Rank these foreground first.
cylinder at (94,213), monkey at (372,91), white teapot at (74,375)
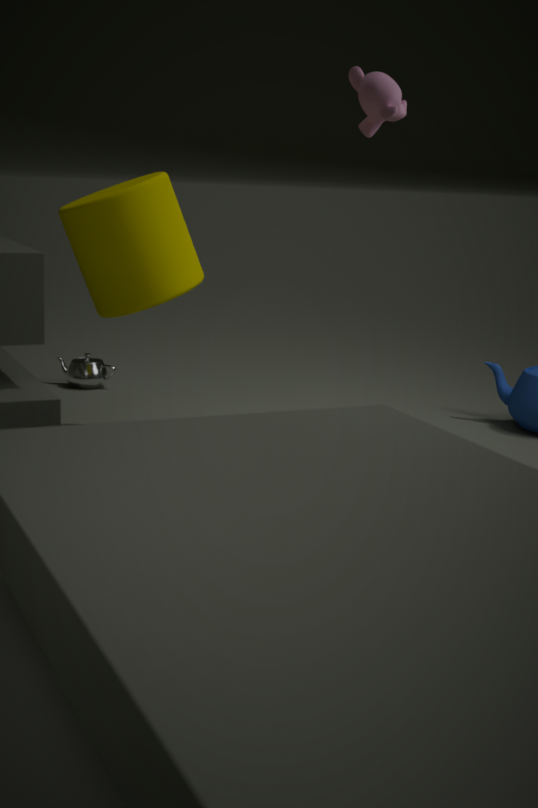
cylinder at (94,213) → monkey at (372,91) → white teapot at (74,375)
